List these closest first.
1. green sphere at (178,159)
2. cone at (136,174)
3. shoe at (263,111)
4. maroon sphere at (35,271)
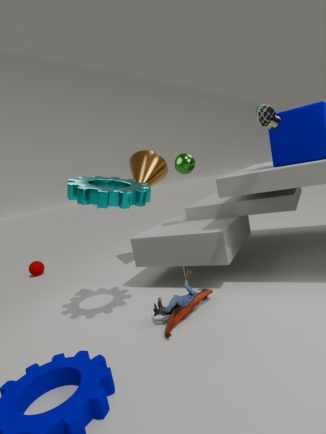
shoe at (263,111) < green sphere at (178,159) < cone at (136,174) < maroon sphere at (35,271)
